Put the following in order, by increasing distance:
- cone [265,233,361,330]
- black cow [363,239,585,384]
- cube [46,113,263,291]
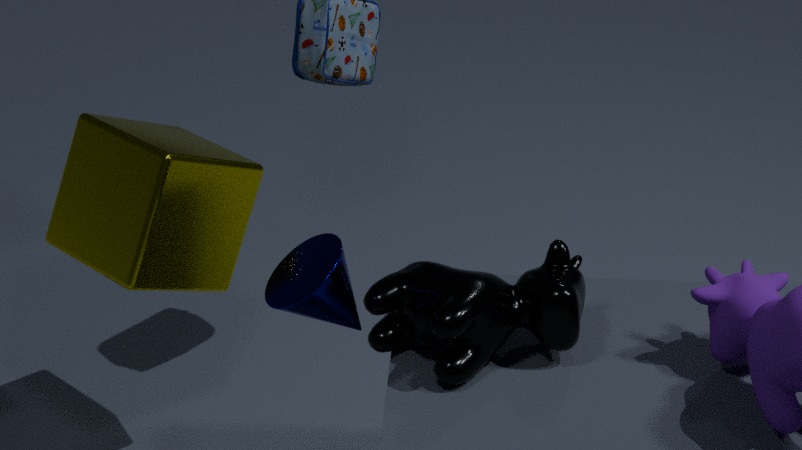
cone [265,233,361,330] → black cow [363,239,585,384] → cube [46,113,263,291]
